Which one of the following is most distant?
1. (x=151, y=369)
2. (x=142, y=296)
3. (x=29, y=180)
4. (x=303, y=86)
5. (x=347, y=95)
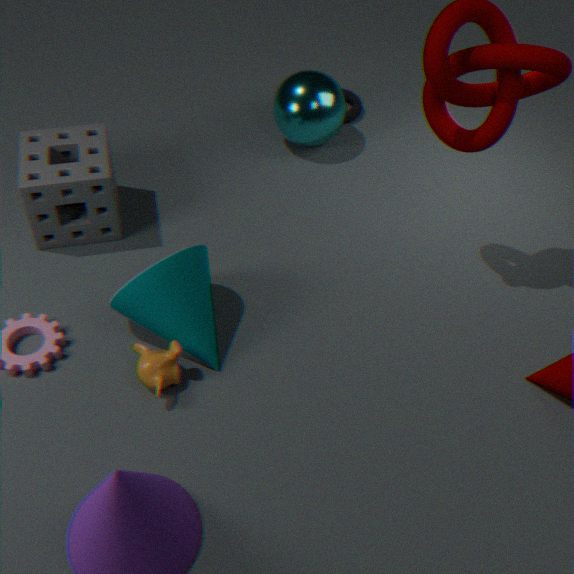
(x=347, y=95)
